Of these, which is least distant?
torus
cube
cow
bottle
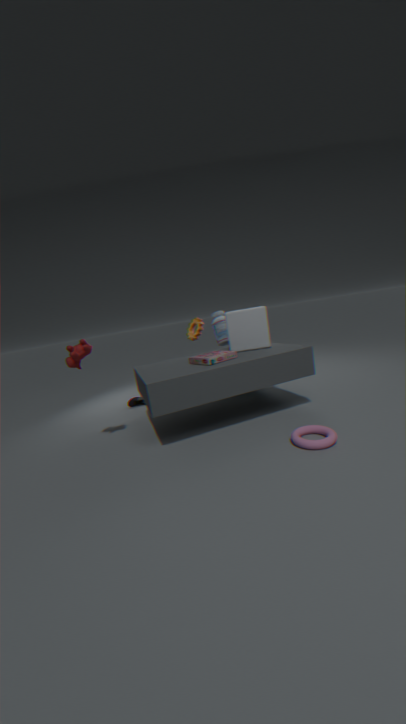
torus
